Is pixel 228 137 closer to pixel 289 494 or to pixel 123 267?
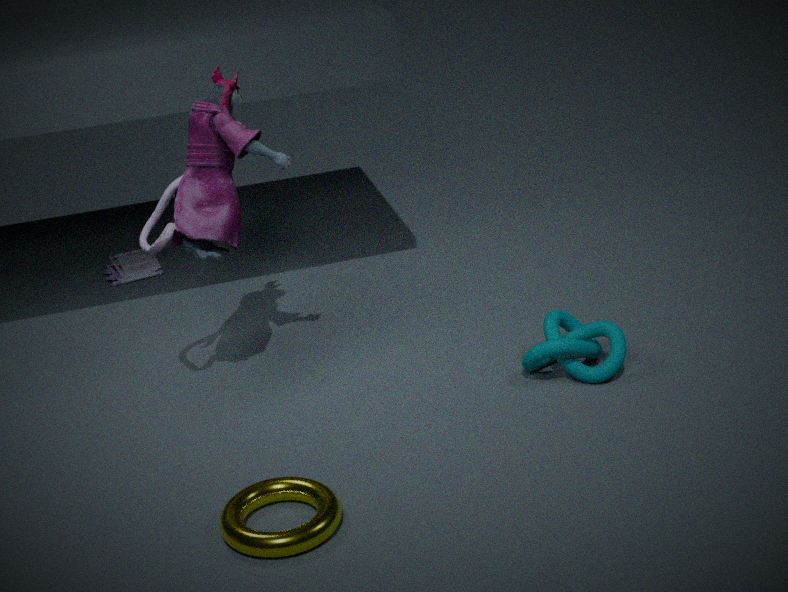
pixel 289 494
